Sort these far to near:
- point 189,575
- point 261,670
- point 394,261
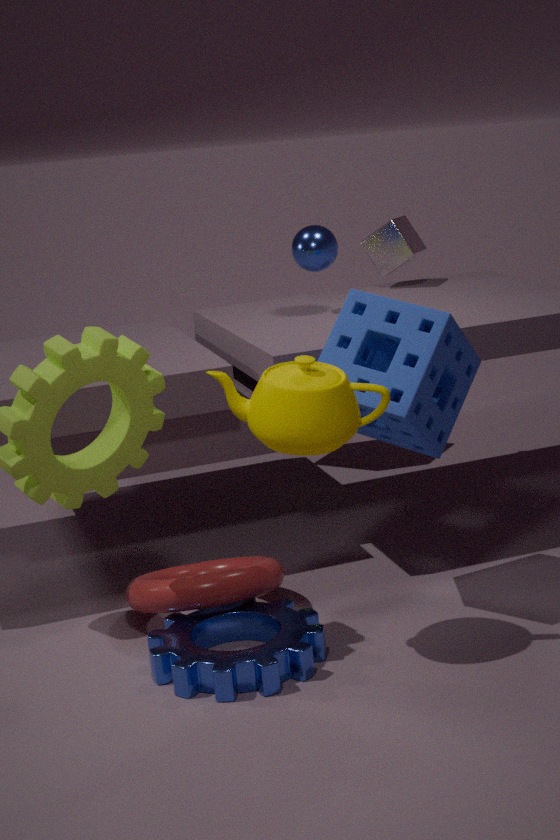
point 394,261 < point 189,575 < point 261,670
